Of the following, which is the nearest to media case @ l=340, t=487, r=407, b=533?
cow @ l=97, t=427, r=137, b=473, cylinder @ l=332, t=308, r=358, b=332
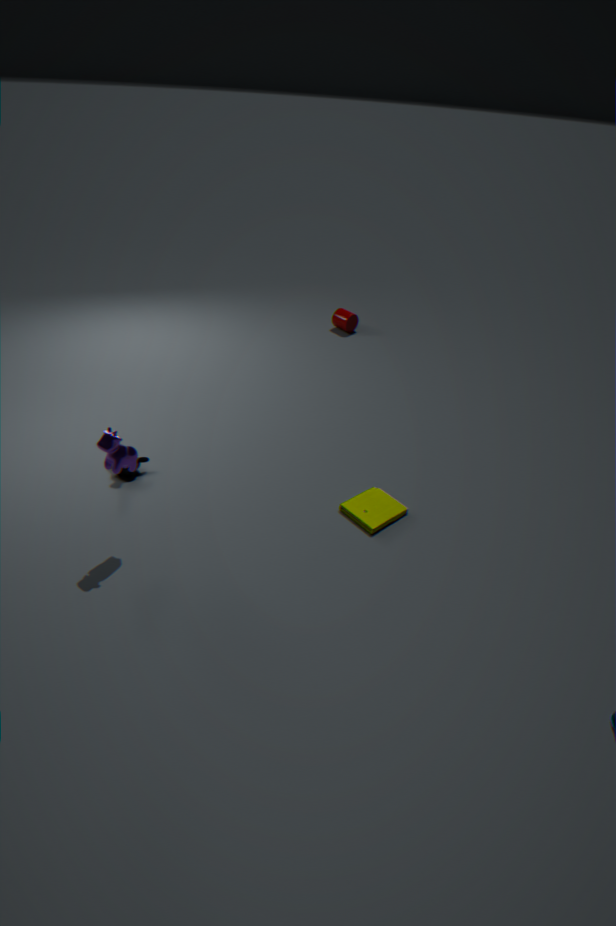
cow @ l=97, t=427, r=137, b=473
